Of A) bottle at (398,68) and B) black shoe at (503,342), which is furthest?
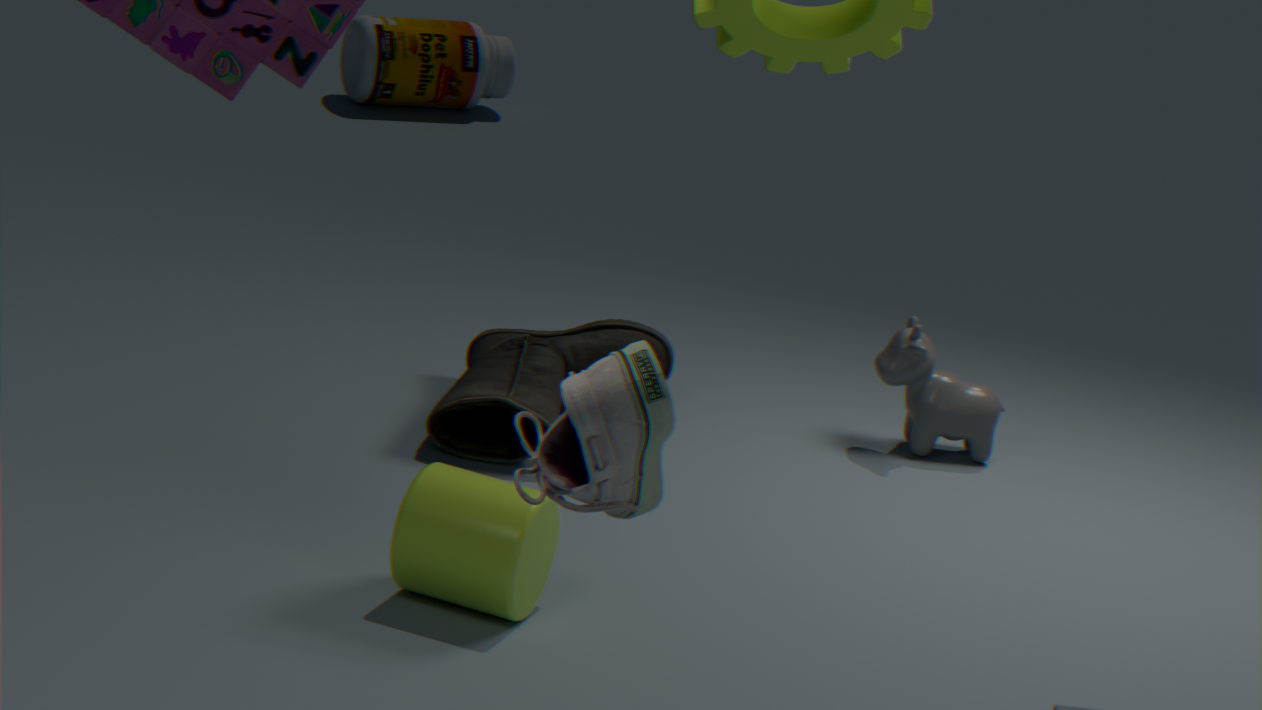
A. bottle at (398,68)
